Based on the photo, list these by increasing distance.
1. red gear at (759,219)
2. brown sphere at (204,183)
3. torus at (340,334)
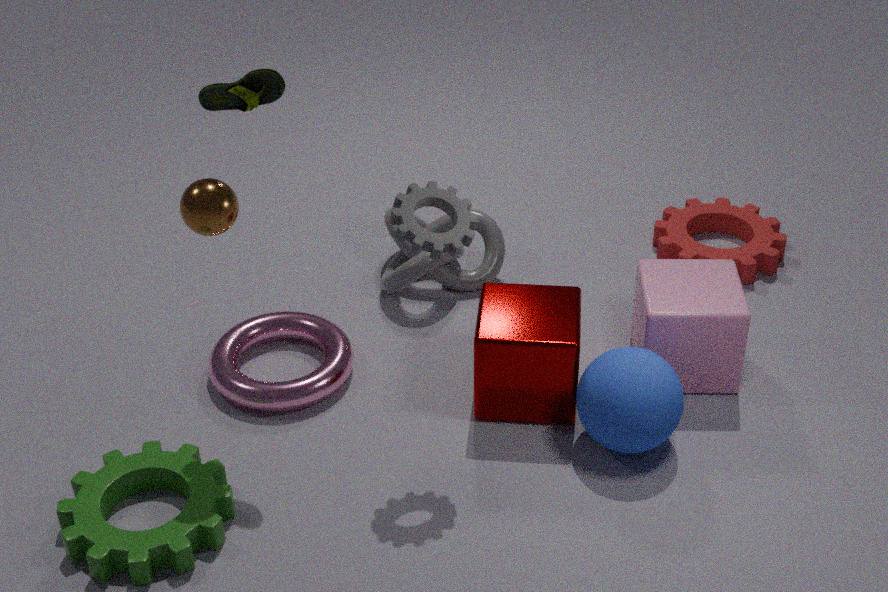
1. brown sphere at (204,183)
2. torus at (340,334)
3. red gear at (759,219)
